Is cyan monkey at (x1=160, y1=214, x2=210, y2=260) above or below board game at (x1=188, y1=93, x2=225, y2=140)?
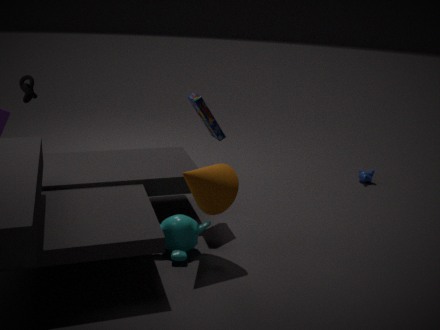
below
